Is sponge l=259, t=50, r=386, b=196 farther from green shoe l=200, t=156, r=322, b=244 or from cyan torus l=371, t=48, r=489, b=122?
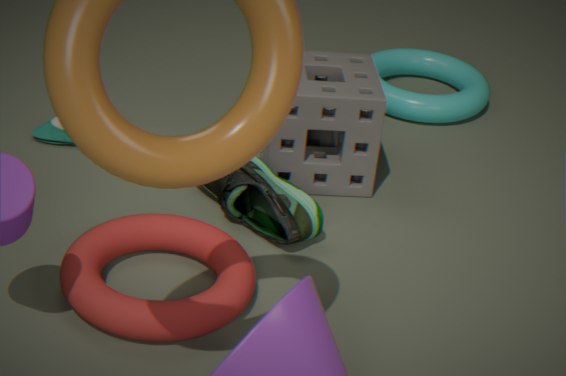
cyan torus l=371, t=48, r=489, b=122
